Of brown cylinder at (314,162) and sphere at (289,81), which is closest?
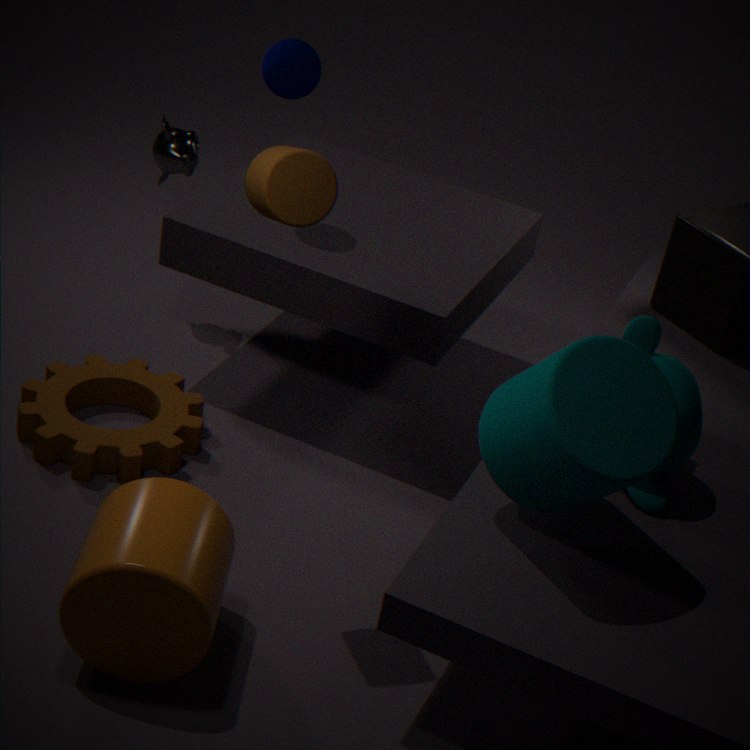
brown cylinder at (314,162)
